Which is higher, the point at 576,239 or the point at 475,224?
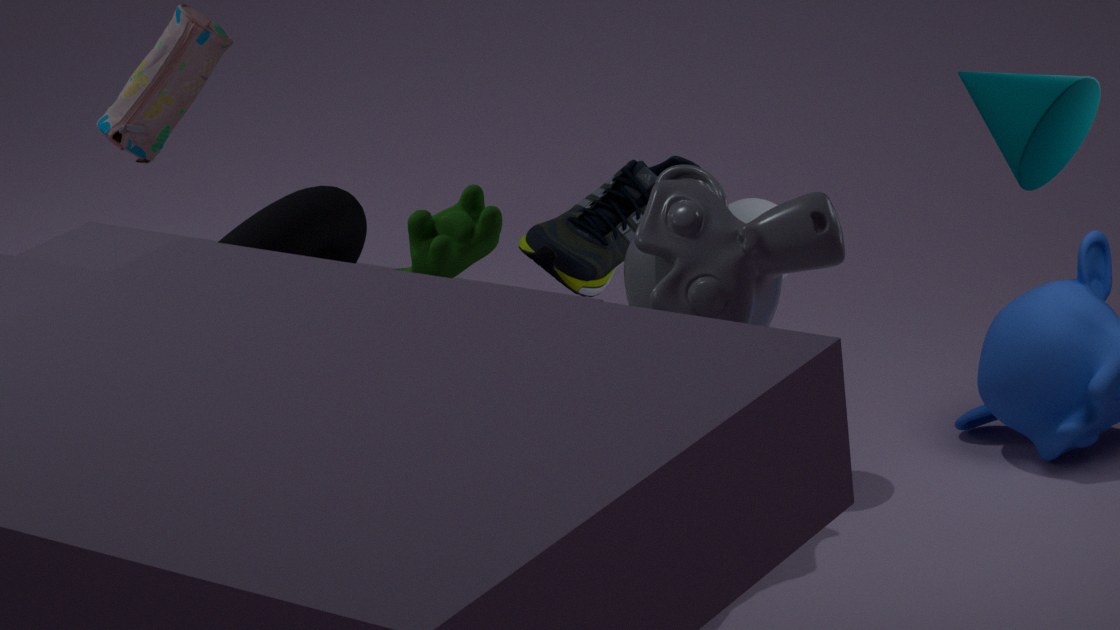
the point at 475,224
